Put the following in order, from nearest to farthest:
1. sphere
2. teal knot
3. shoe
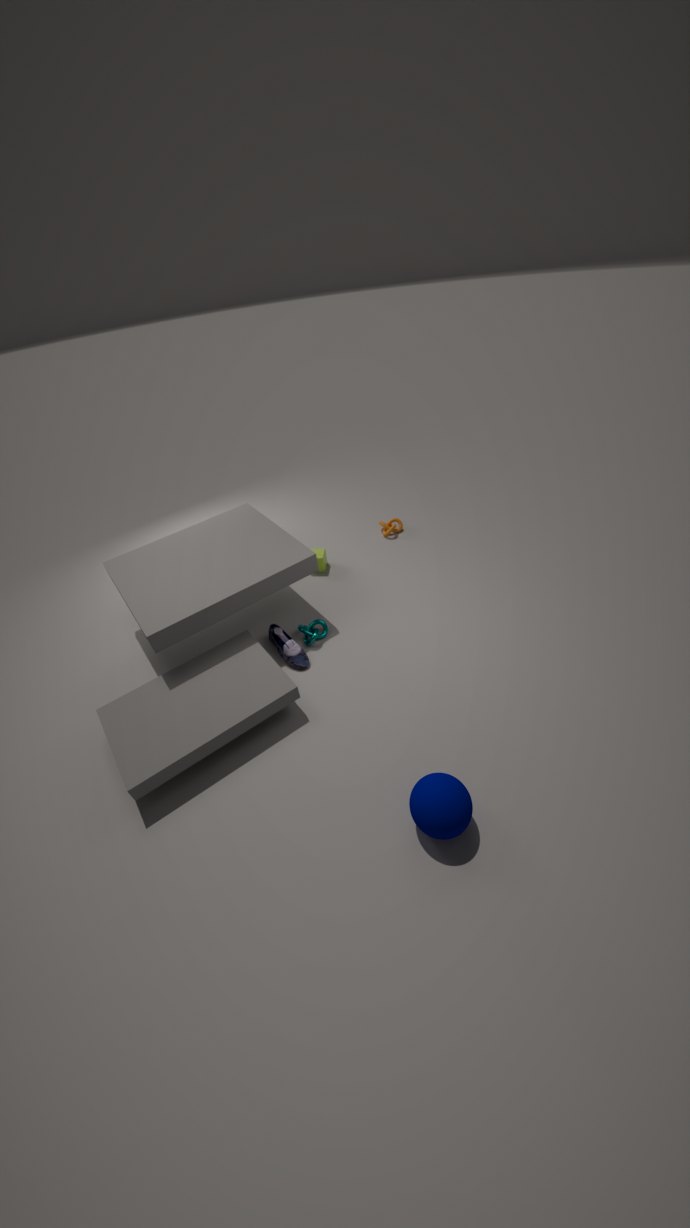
sphere
shoe
teal knot
